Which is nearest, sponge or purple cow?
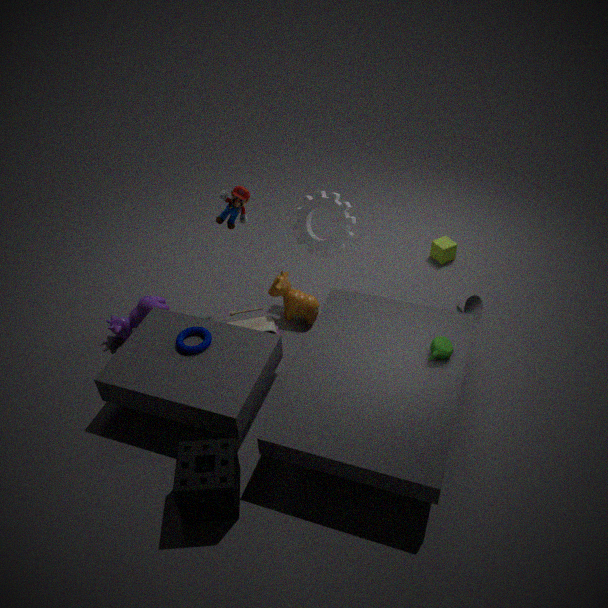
sponge
